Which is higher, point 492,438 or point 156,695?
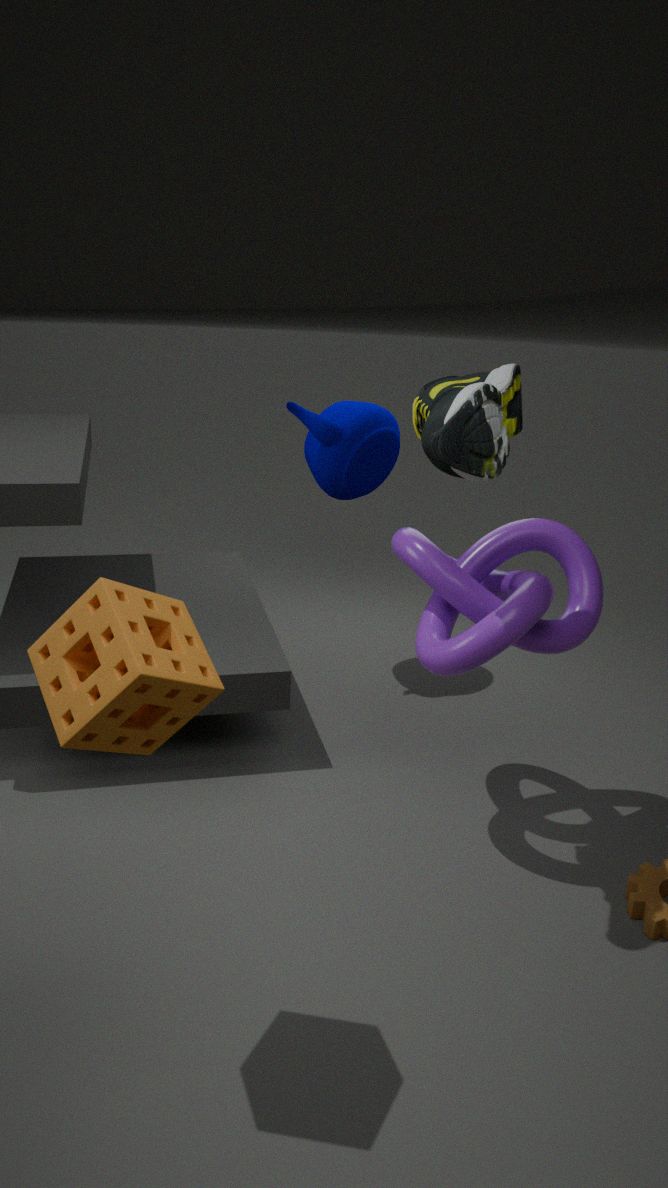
point 492,438
